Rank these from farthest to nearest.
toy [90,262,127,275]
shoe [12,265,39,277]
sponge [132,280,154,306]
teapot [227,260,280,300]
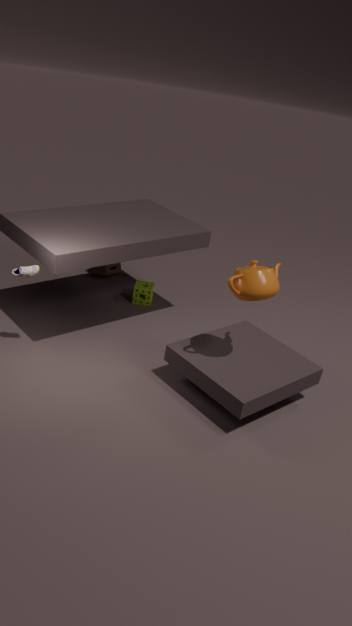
toy [90,262,127,275] → sponge [132,280,154,306] → shoe [12,265,39,277] → teapot [227,260,280,300]
